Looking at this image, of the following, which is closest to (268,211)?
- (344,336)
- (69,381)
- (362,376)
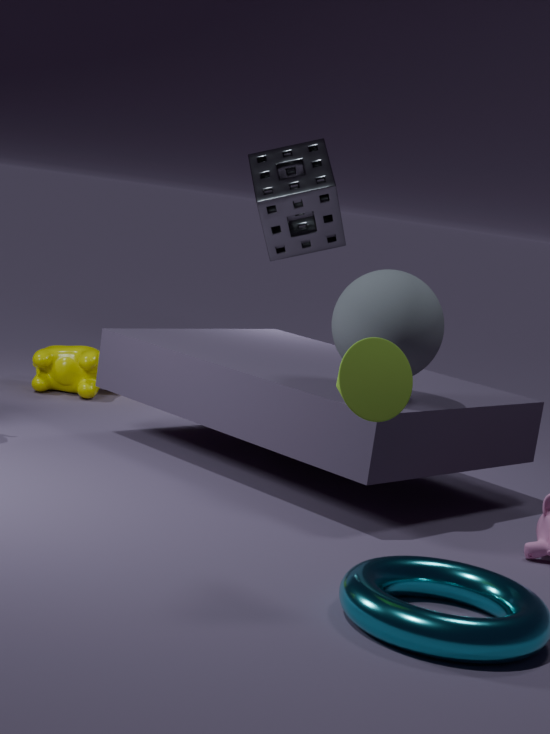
(69,381)
